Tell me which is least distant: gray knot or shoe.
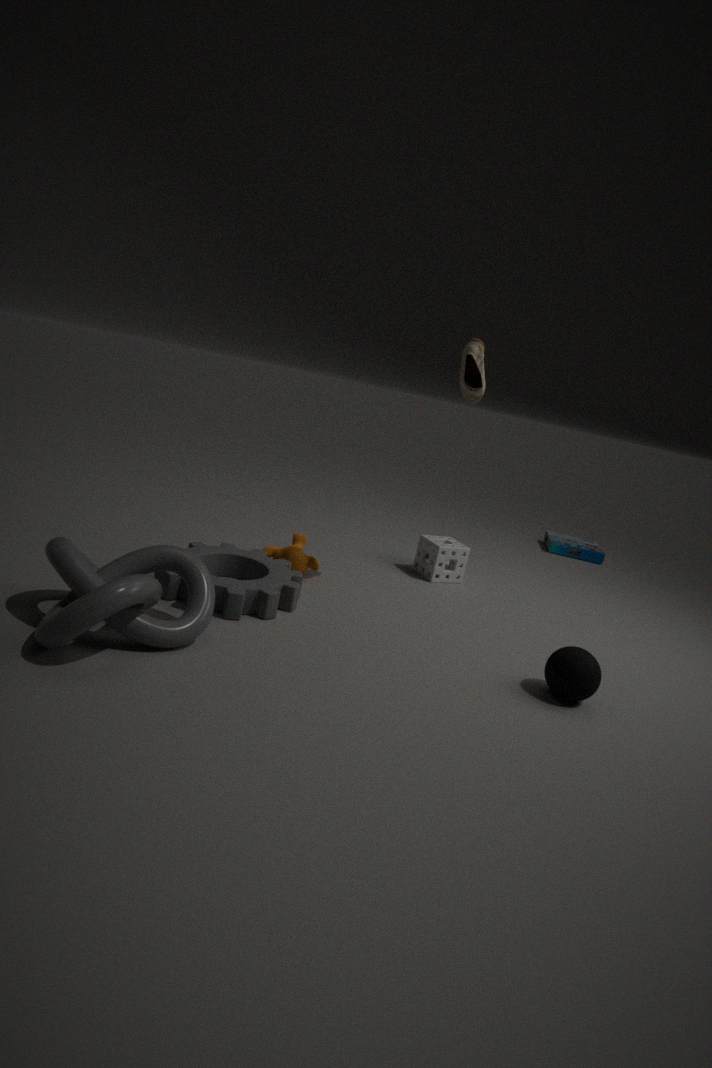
gray knot
